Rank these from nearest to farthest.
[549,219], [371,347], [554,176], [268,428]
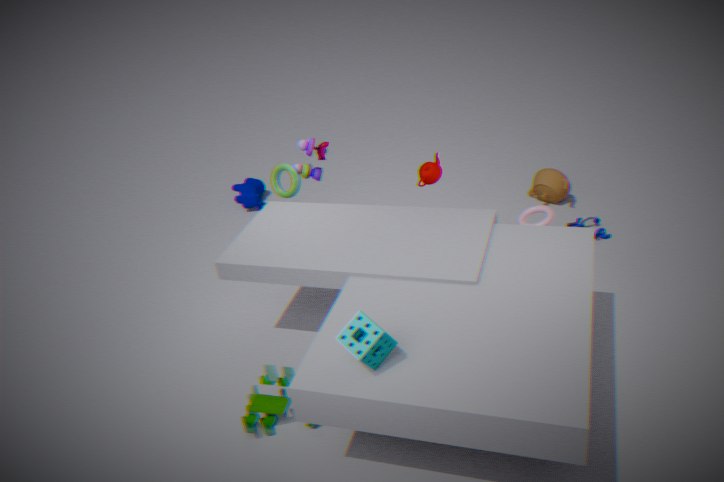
[371,347]
[268,428]
[549,219]
[554,176]
